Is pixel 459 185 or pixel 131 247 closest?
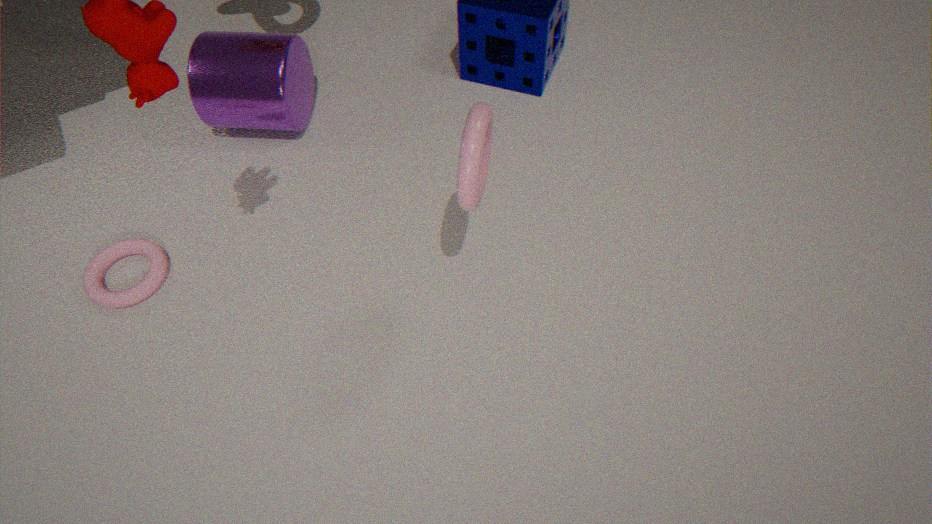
pixel 459 185
